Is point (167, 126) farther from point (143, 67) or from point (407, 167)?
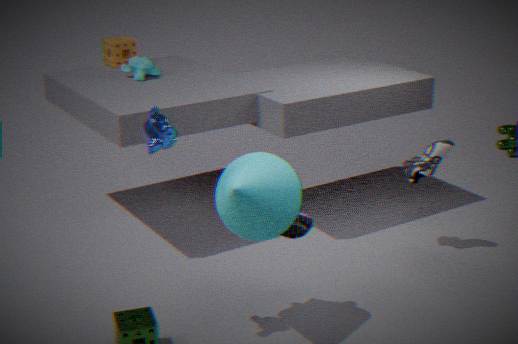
point (407, 167)
